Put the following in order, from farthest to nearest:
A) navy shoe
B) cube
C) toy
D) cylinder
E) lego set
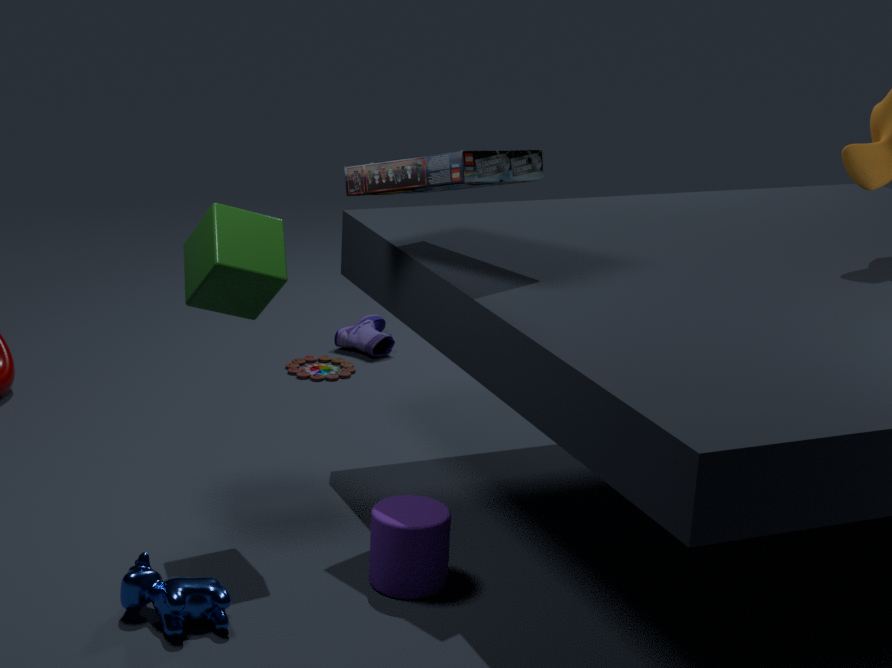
navy shoe, toy, cube, lego set, cylinder
